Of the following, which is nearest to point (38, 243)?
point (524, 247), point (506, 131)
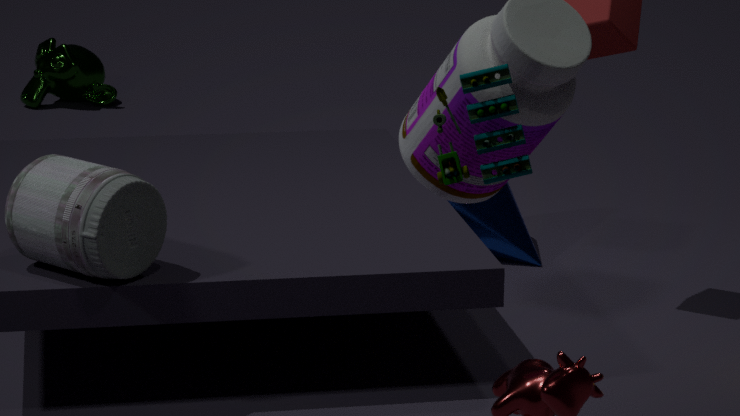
point (506, 131)
